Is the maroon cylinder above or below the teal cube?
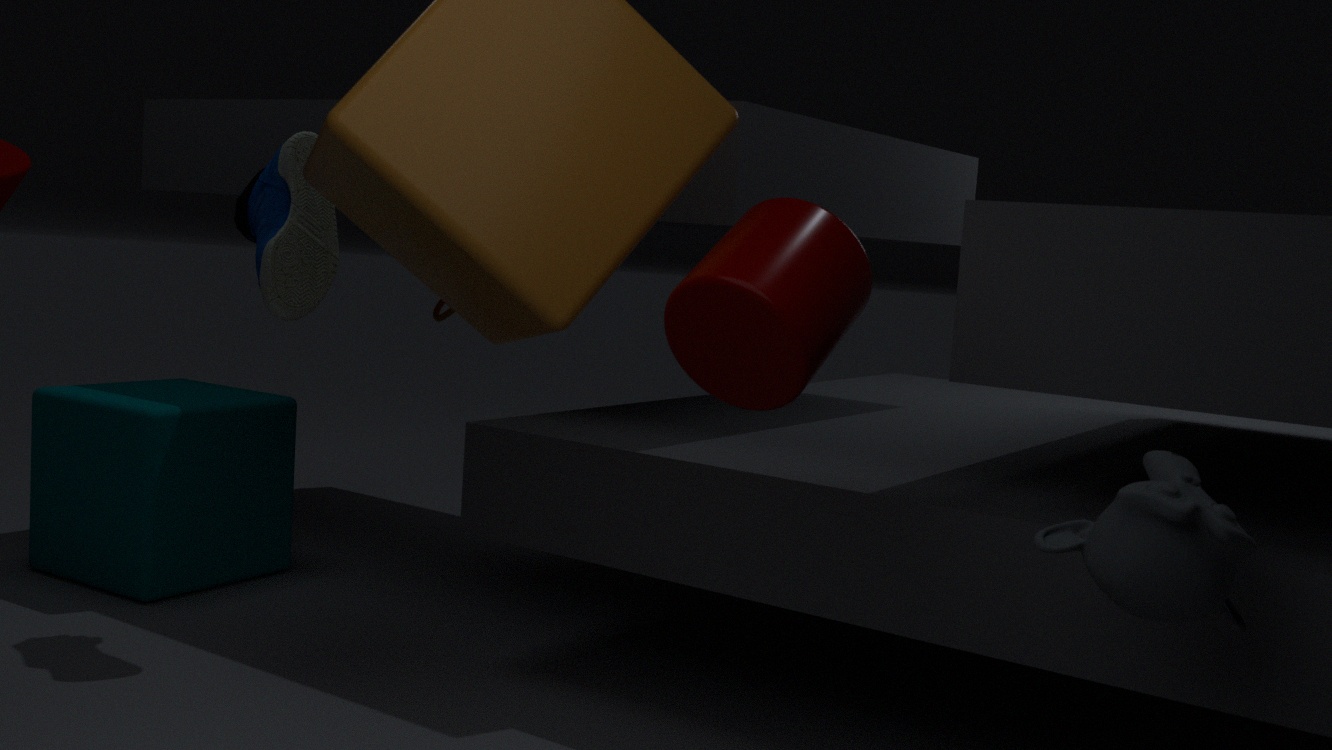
above
